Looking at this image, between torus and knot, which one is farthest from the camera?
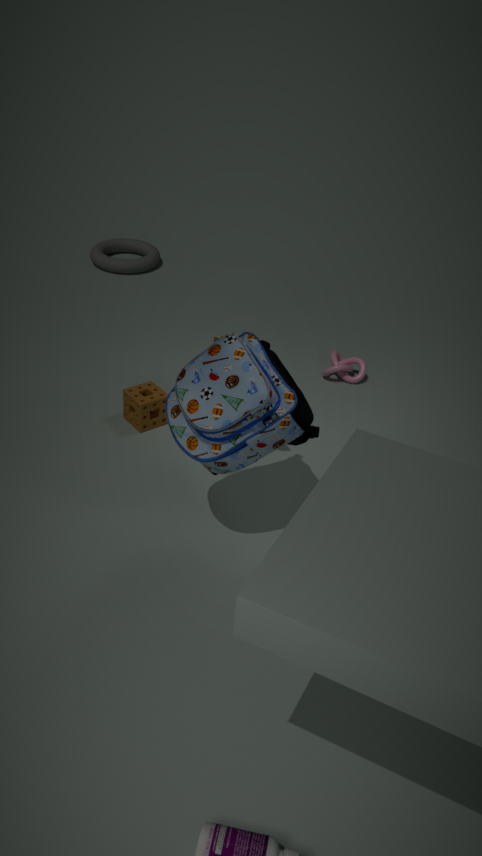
torus
